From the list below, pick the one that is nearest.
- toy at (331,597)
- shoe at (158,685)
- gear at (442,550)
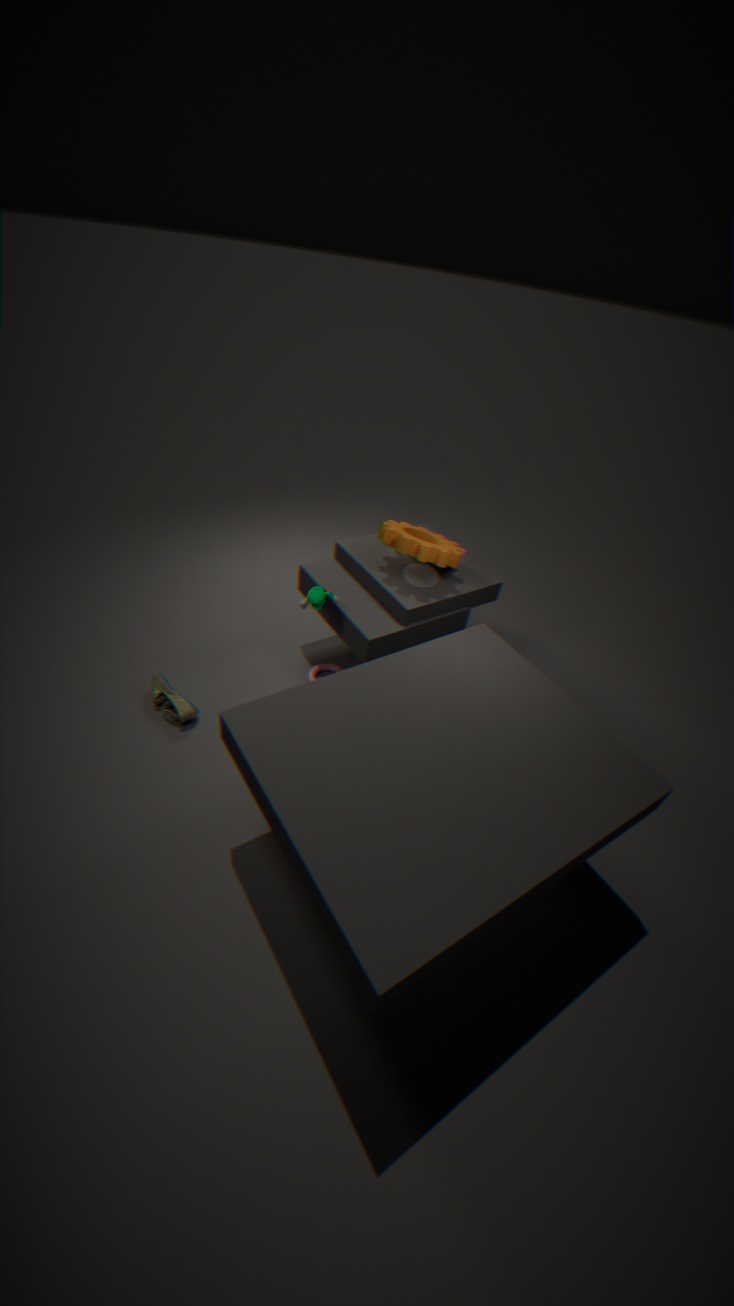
toy at (331,597)
